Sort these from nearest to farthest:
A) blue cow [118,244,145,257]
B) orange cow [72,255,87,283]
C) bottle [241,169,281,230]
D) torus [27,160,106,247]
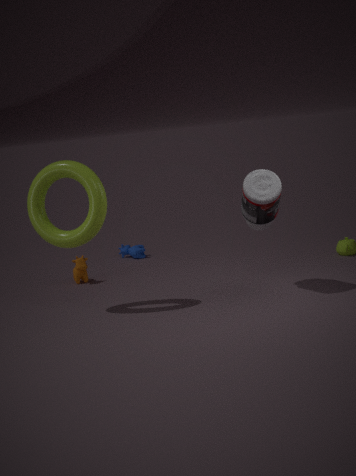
1. torus [27,160,106,247]
2. bottle [241,169,281,230]
3. orange cow [72,255,87,283]
4. blue cow [118,244,145,257]
